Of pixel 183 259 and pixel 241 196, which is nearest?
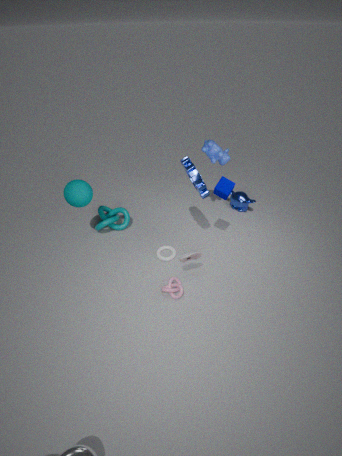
pixel 183 259
